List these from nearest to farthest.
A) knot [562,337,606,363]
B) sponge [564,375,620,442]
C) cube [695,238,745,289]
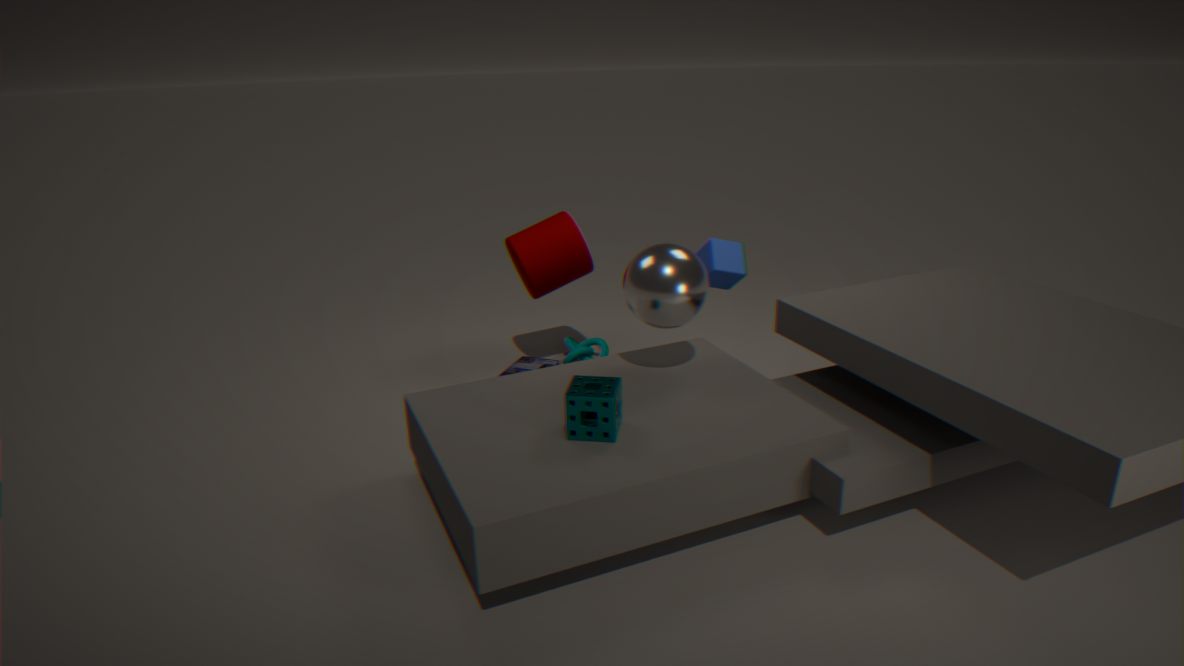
1. sponge [564,375,620,442]
2. cube [695,238,745,289]
3. knot [562,337,606,363]
